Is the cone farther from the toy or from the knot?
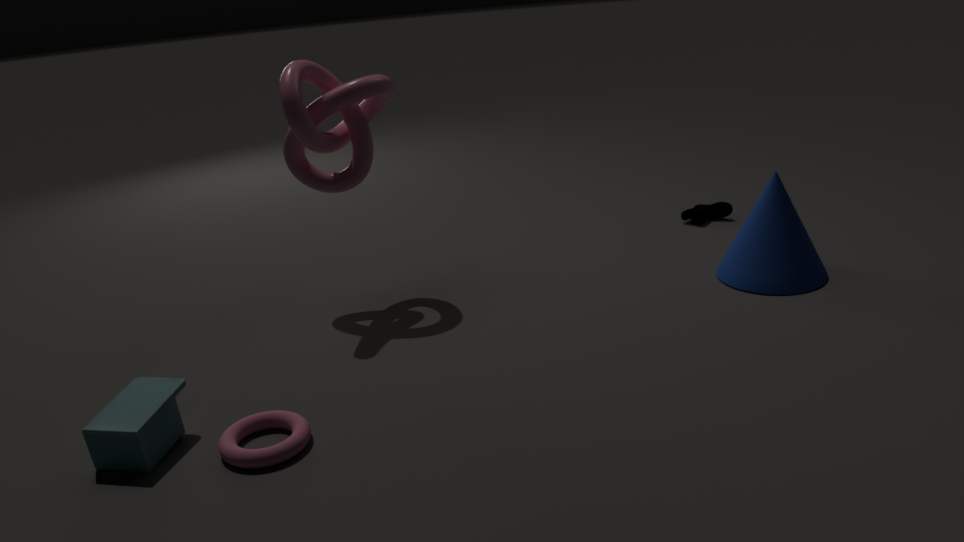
the toy
